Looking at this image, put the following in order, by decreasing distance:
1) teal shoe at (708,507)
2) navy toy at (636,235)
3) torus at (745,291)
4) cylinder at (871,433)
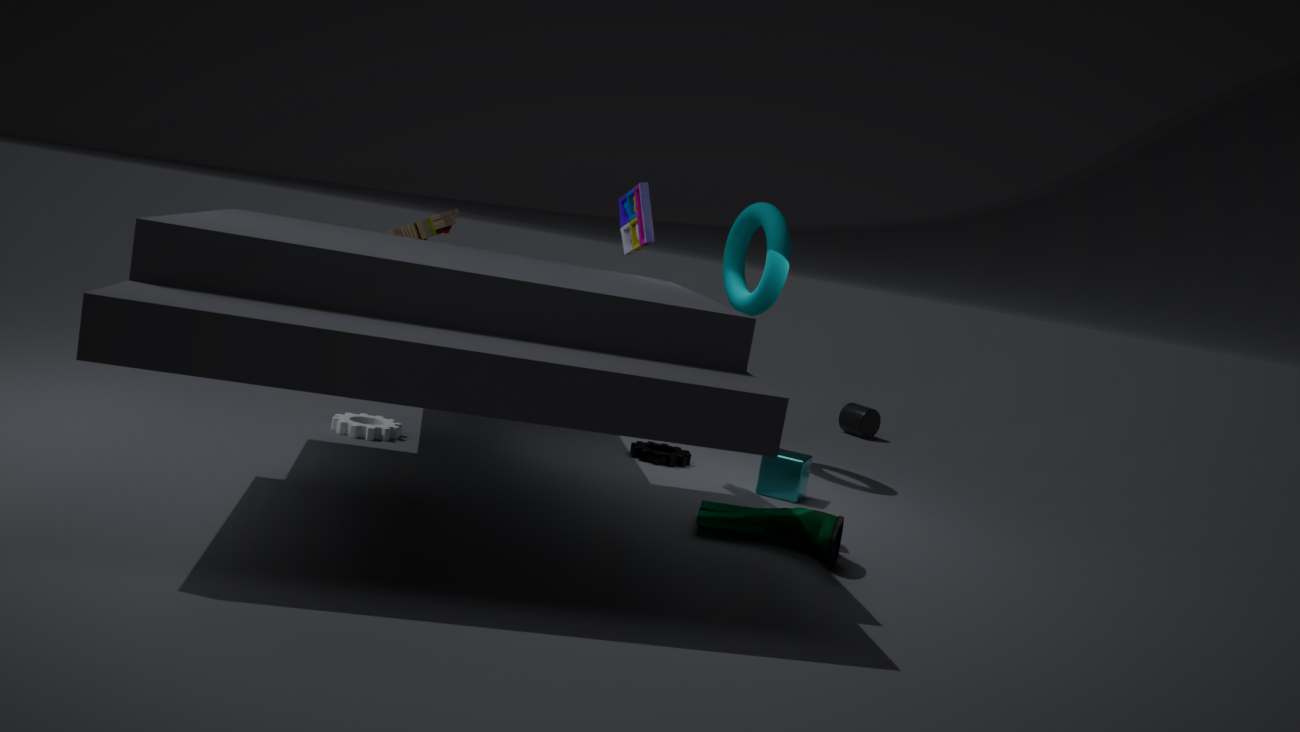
4. cylinder at (871,433), 3. torus at (745,291), 2. navy toy at (636,235), 1. teal shoe at (708,507)
